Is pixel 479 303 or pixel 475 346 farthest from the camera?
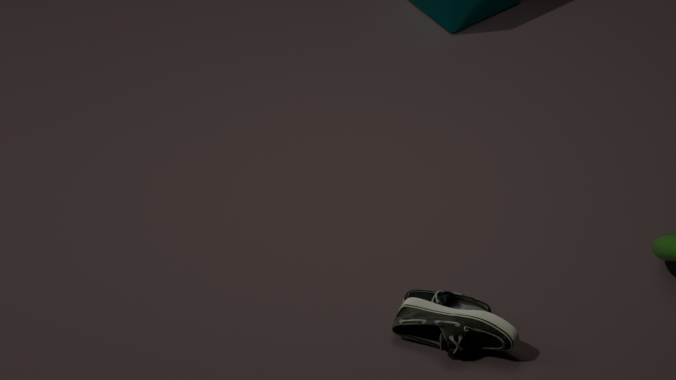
pixel 479 303
